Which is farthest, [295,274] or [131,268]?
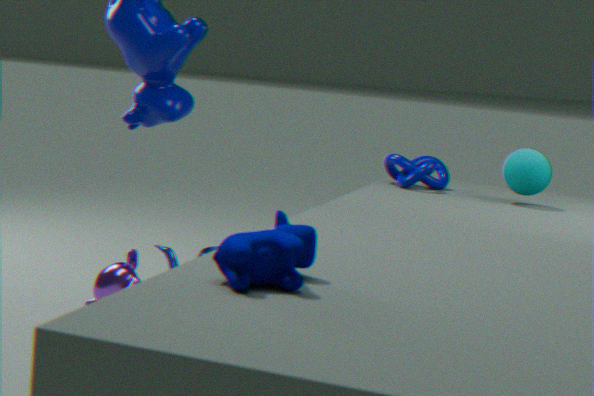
[131,268]
